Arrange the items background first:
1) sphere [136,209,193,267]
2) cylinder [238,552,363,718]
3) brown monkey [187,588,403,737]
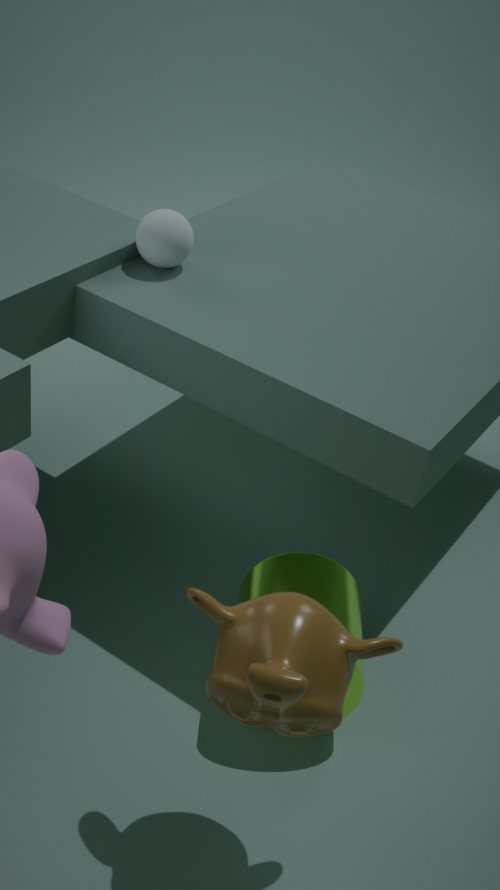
1. sphere [136,209,193,267], 2. cylinder [238,552,363,718], 3. brown monkey [187,588,403,737]
